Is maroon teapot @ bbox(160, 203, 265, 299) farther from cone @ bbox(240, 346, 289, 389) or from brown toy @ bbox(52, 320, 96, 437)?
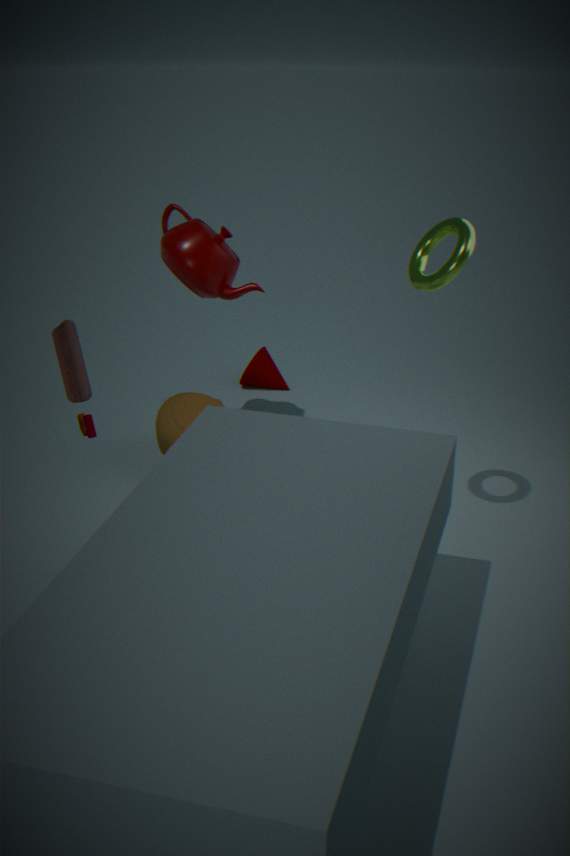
brown toy @ bbox(52, 320, 96, 437)
